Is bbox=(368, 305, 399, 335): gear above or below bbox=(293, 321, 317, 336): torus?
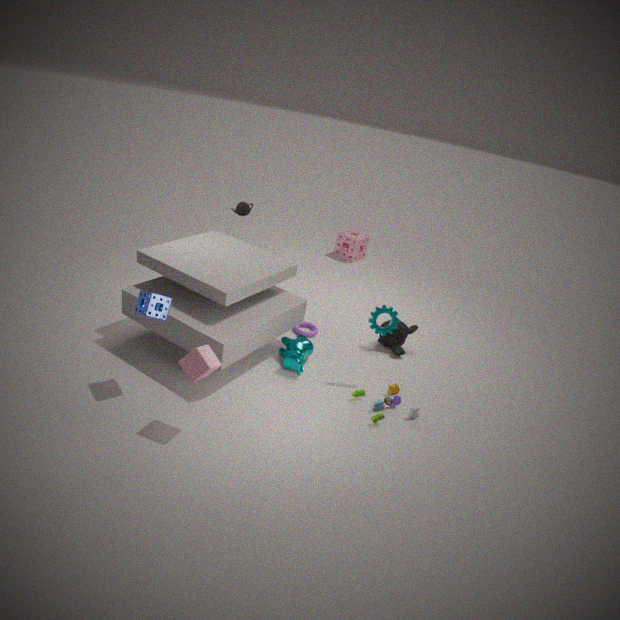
above
